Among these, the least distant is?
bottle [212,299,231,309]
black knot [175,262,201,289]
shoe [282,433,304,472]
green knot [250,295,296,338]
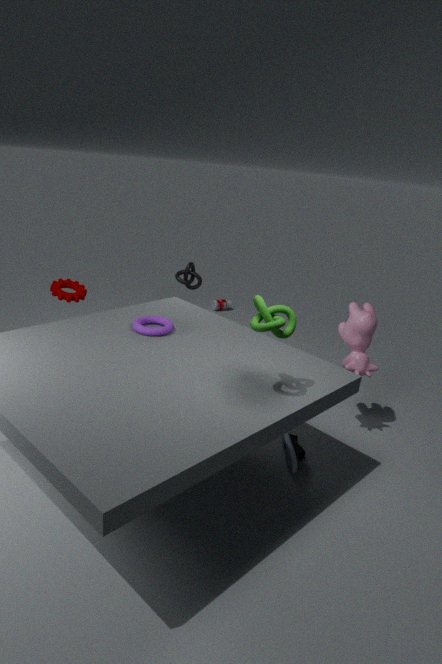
green knot [250,295,296,338]
